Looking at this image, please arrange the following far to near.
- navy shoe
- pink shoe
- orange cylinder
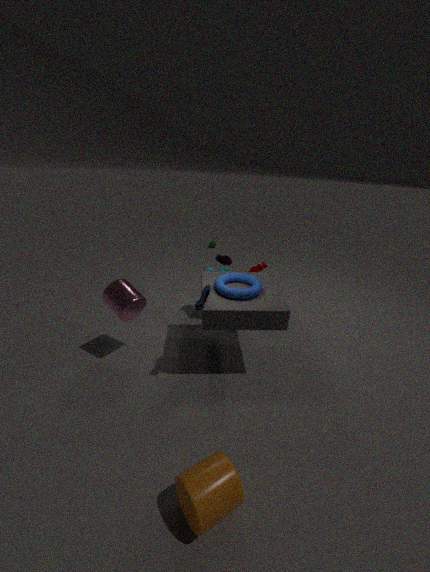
pink shoe
navy shoe
orange cylinder
